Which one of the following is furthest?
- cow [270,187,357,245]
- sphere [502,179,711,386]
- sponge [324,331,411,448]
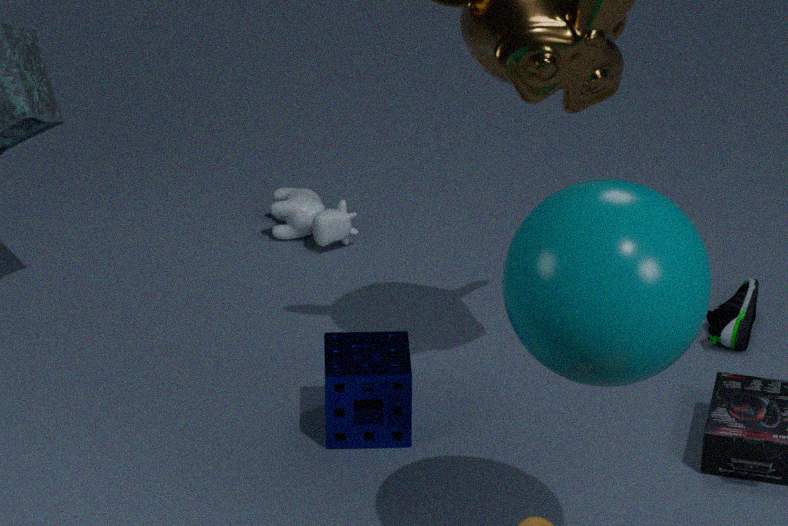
cow [270,187,357,245]
